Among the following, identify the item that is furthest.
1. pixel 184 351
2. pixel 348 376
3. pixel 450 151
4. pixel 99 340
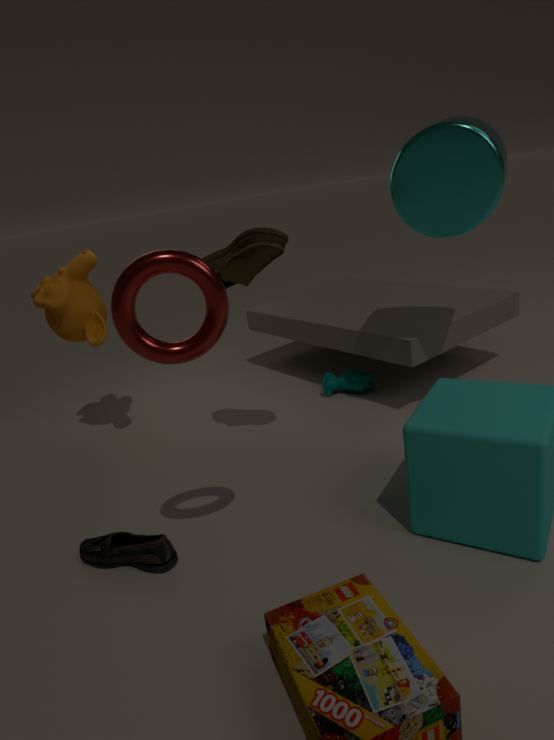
pixel 348 376
